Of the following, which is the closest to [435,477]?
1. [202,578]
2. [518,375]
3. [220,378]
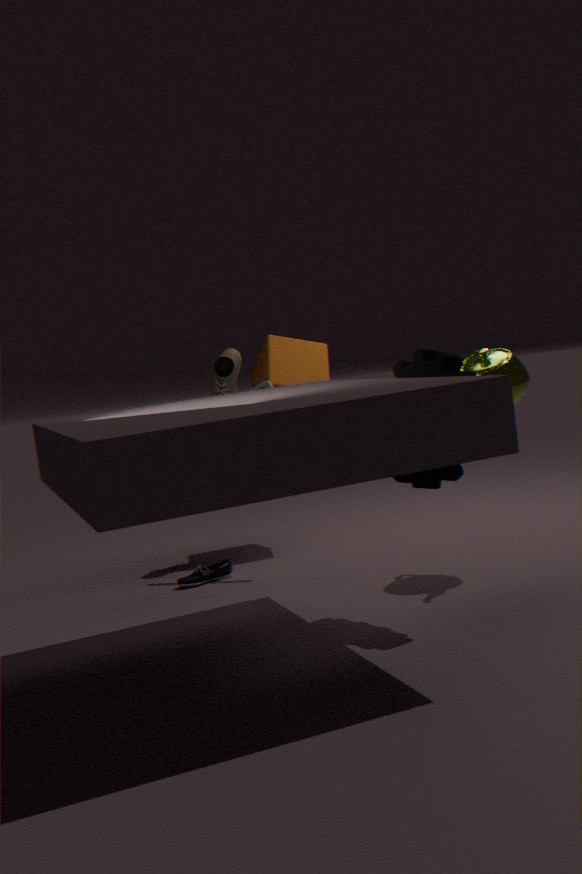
[518,375]
